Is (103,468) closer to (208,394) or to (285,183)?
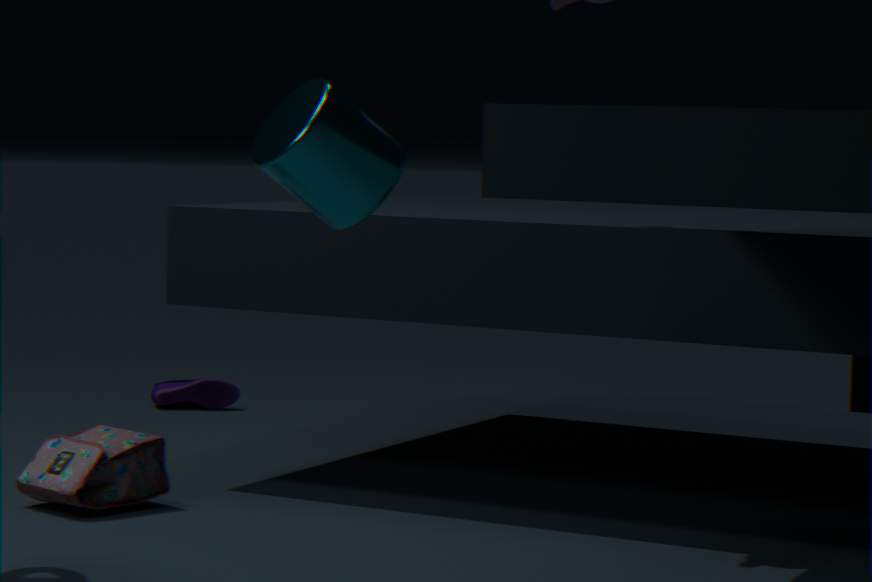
(285,183)
